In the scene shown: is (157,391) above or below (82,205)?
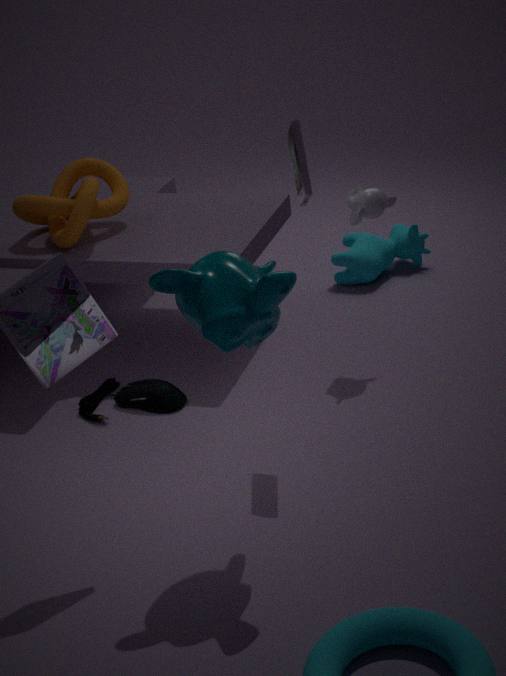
below
